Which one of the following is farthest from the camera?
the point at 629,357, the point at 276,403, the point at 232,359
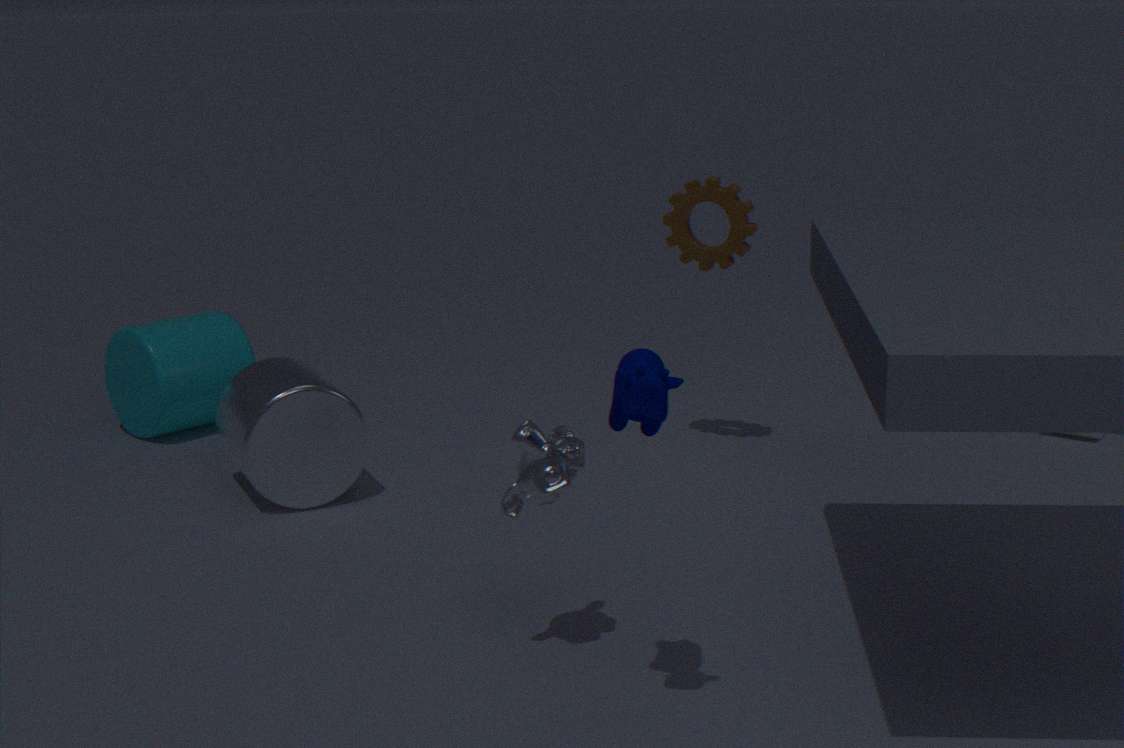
the point at 232,359
